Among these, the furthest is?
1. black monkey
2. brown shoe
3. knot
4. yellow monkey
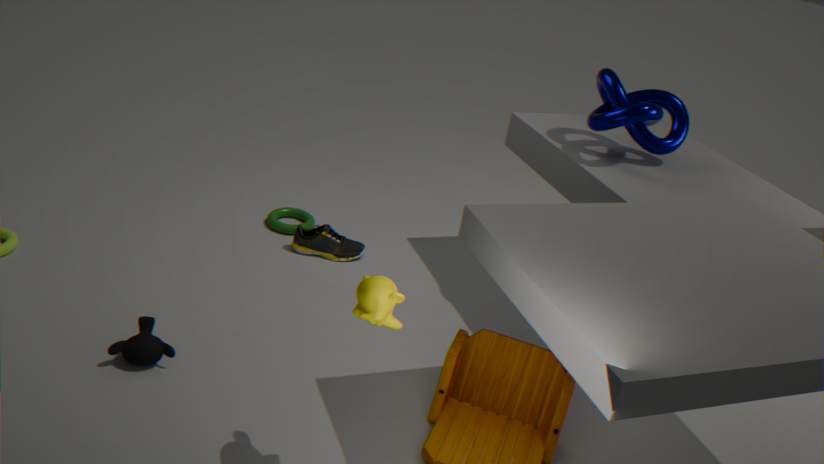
brown shoe
